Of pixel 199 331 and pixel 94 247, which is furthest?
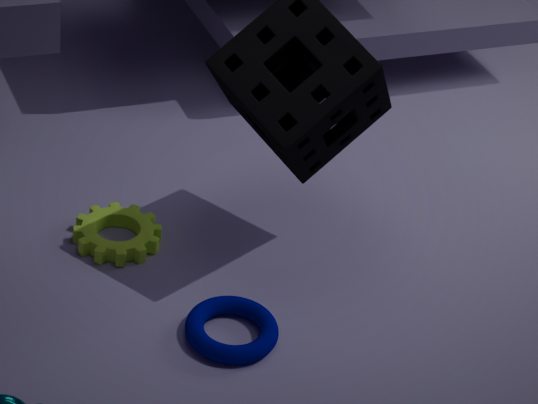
pixel 94 247
